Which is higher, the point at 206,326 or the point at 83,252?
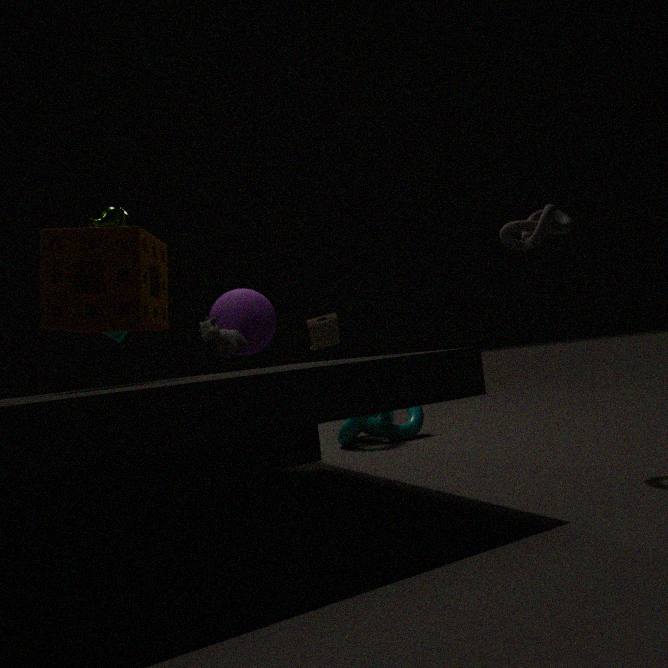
the point at 83,252
